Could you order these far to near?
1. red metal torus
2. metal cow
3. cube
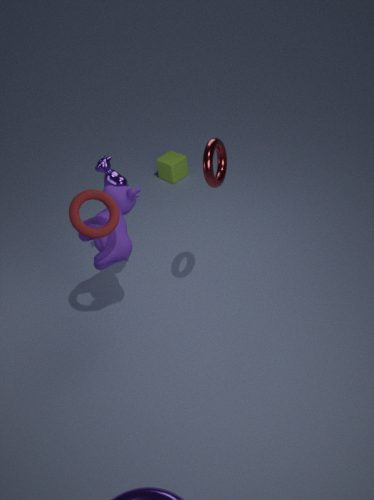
1. cube
2. metal cow
3. red metal torus
